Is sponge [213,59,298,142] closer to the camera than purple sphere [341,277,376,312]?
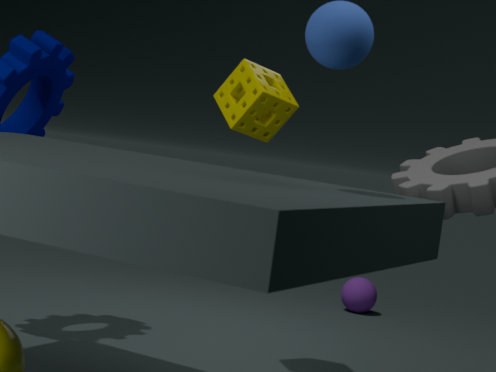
Yes
